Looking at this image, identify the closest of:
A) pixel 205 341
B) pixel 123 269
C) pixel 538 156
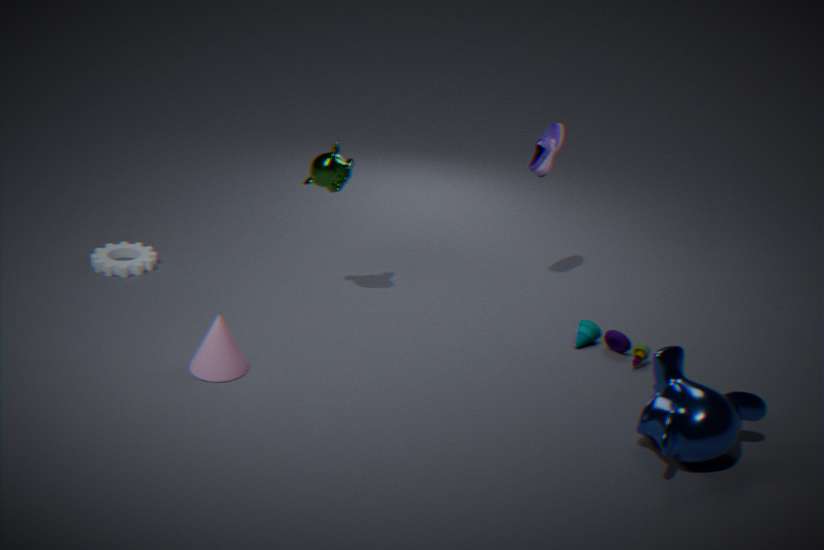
pixel 205 341
